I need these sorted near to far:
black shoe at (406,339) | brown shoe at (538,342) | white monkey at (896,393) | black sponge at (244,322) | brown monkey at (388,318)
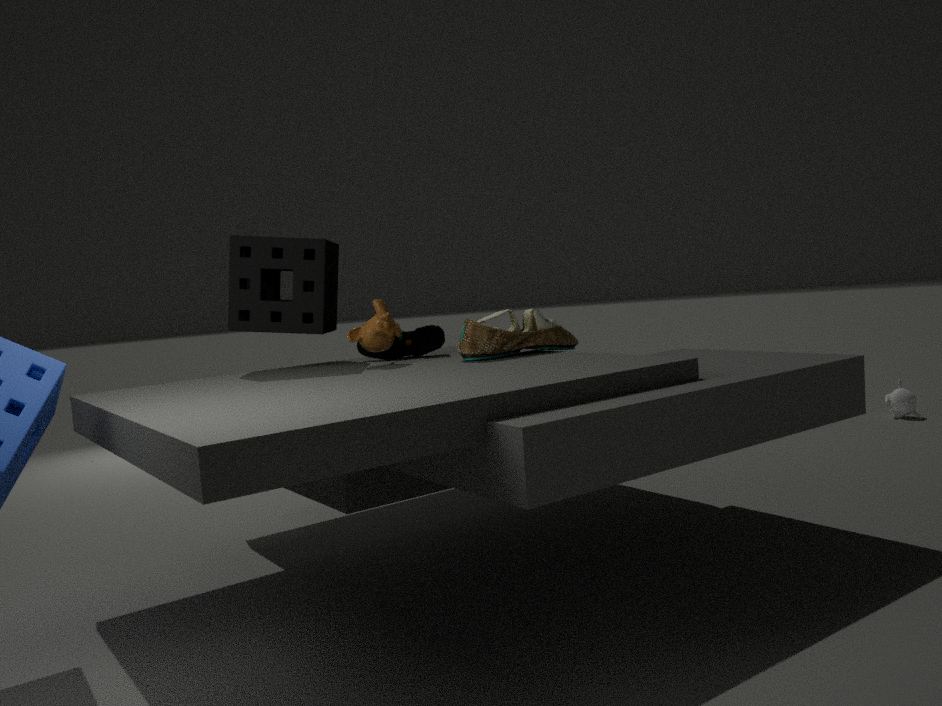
1. brown shoe at (538,342)
2. brown monkey at (388,318)
3. black sponge at (244,322)
4. black shoe at (406,339)
5. white monkey at (896,393)
